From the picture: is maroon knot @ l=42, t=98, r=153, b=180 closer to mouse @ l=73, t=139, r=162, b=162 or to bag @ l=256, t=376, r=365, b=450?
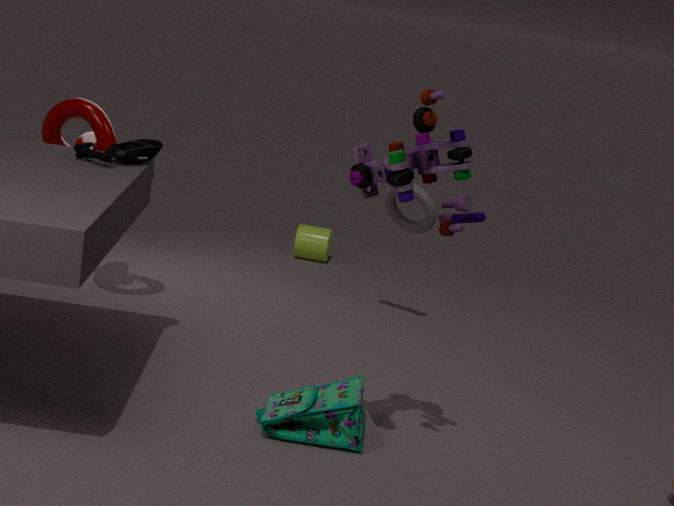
mouse @ l=73, t=139, r=162, b=162
